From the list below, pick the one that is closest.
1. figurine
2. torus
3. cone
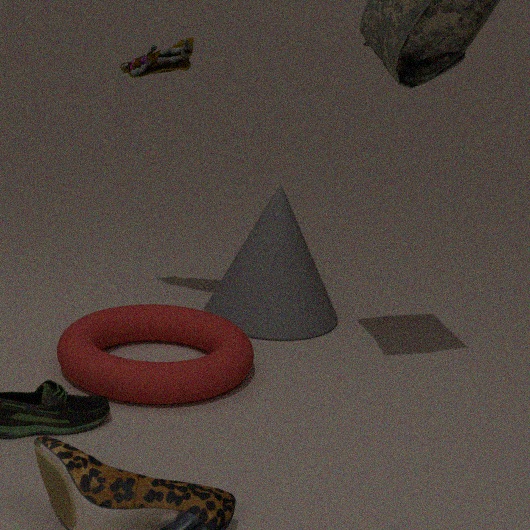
torus
